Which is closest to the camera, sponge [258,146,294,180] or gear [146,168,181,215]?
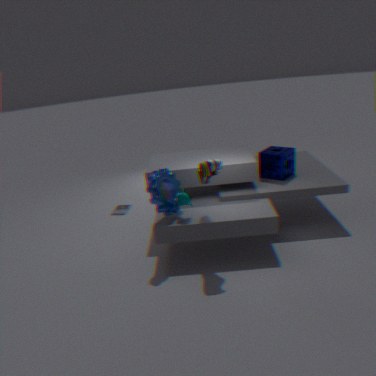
gear [146,168,181,215]
